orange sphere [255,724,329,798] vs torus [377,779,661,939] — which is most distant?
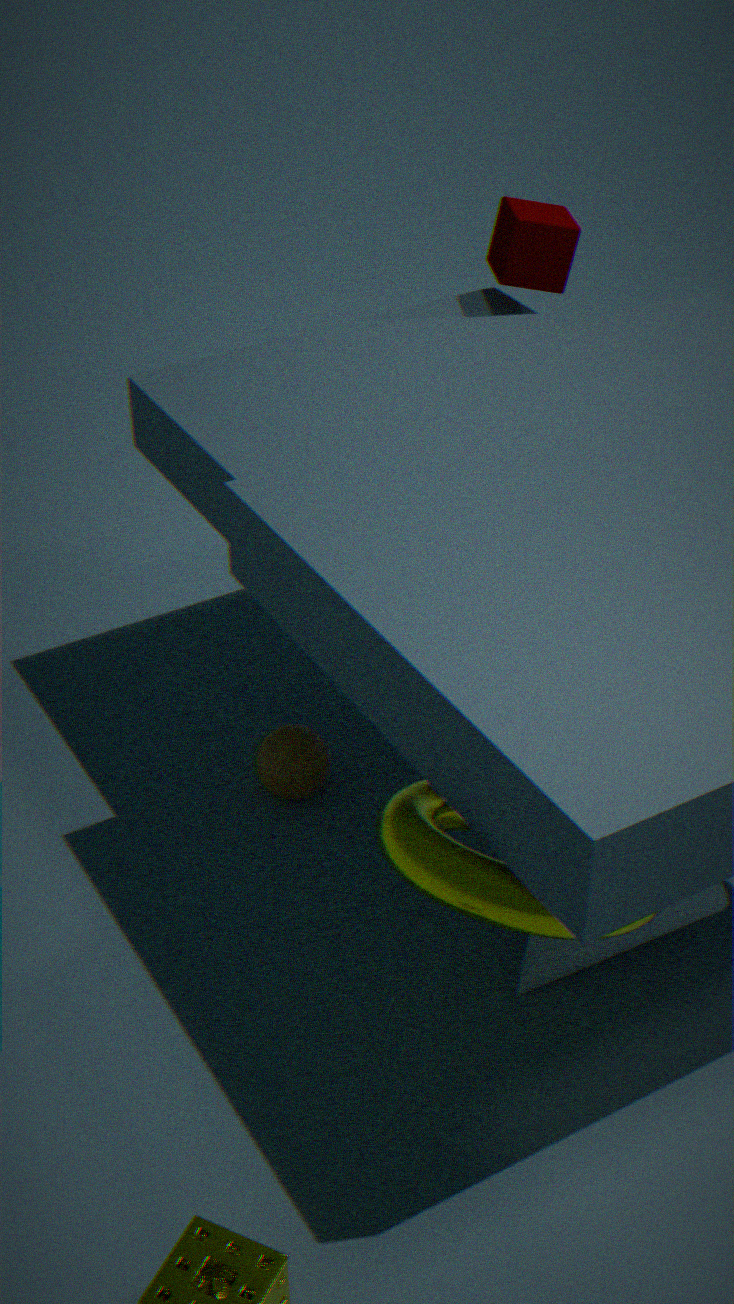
orange sphere [255,724,329,798]
